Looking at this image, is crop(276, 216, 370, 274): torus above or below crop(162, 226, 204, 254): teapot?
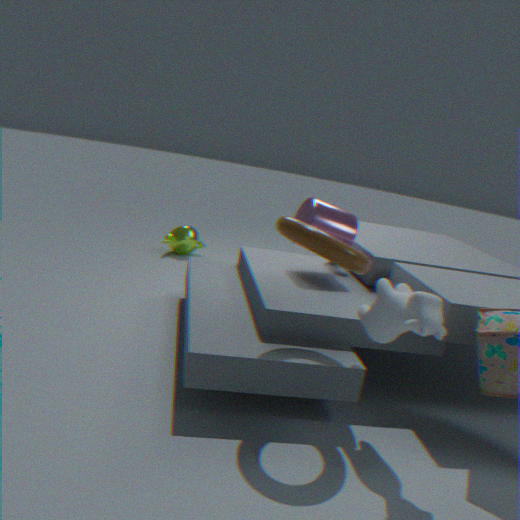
above
